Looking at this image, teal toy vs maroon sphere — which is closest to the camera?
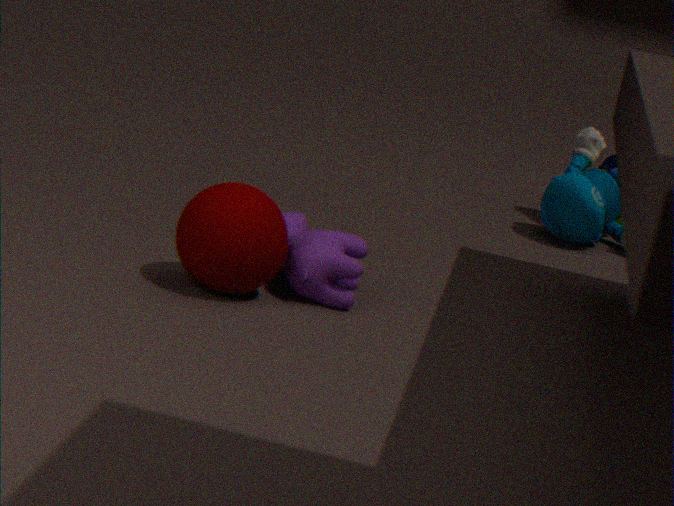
maroon sphere
